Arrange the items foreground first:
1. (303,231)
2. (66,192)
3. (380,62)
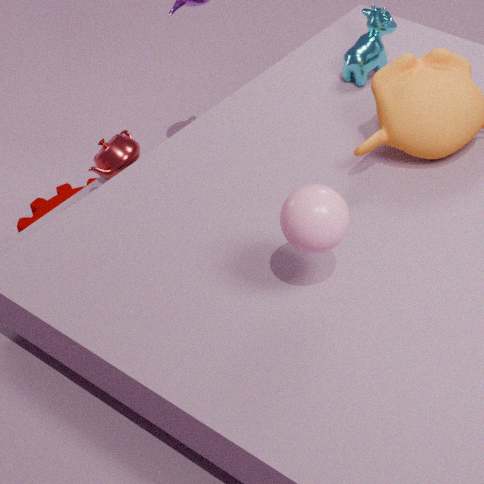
(303,231)
(380,62)
(66,192)
